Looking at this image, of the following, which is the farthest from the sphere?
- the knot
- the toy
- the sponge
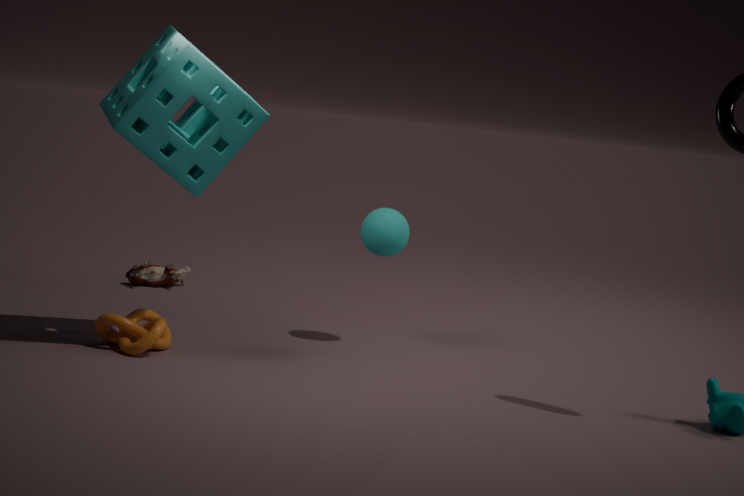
the toy
